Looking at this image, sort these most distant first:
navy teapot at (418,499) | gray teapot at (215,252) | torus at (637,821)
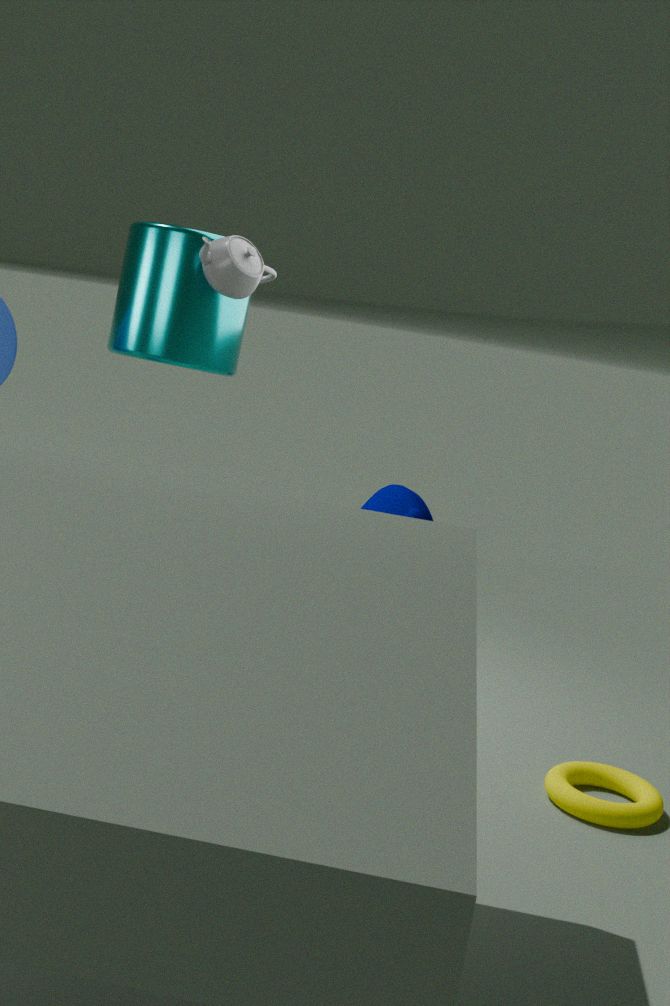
1. navy teapot at (418,499)
2. gray teapot at (215,252)
3. torus at (637,821)
